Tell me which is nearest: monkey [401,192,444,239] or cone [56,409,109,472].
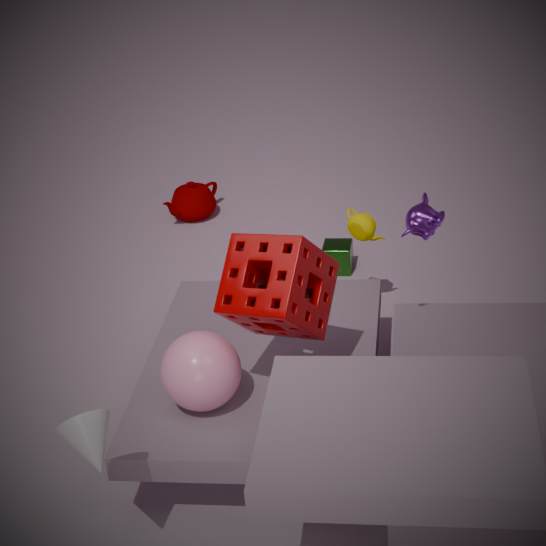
cone [56,409,109,472]
